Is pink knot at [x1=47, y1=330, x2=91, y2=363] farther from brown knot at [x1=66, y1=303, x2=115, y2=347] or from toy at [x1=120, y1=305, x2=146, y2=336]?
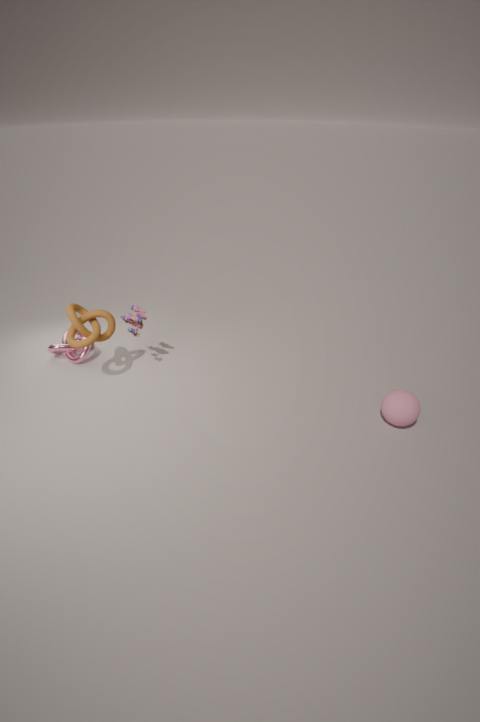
toy at [x1=120, y1=305, x2=146, y2=336]
